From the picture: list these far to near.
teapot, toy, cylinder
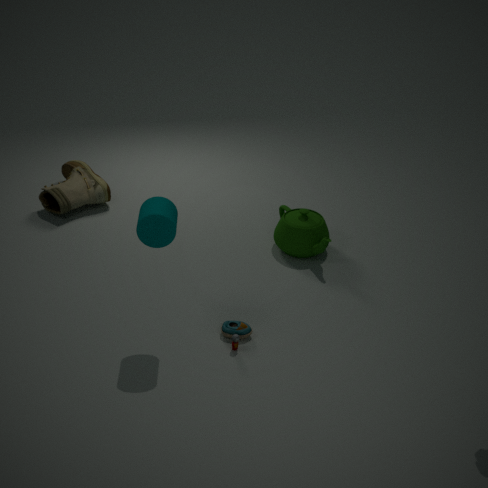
teapot < toy < cylinder
